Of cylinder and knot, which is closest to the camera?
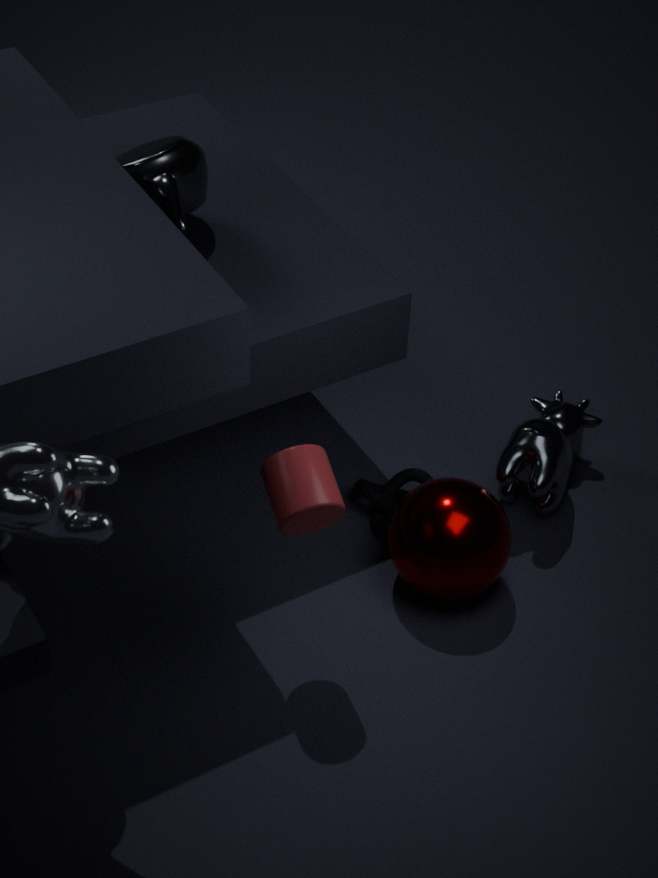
cylinder
